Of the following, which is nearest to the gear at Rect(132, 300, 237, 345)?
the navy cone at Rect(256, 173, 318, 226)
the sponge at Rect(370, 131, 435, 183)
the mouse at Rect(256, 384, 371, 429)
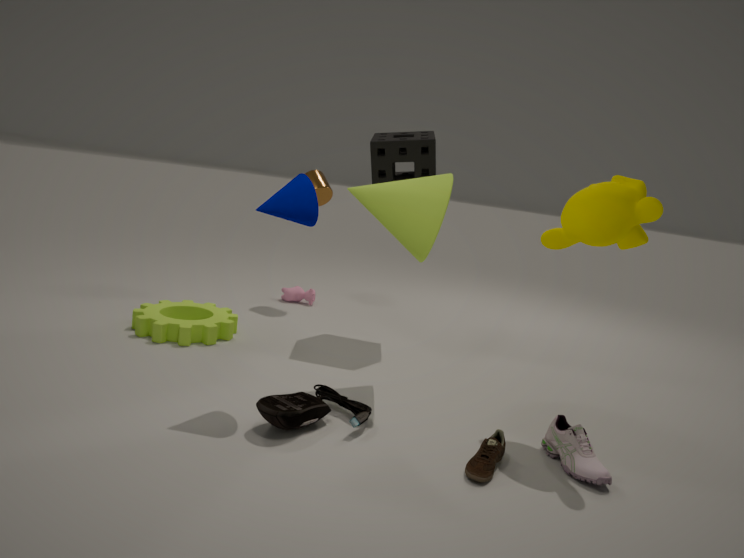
the mouse at Rect(256, 384, 371, 429)
